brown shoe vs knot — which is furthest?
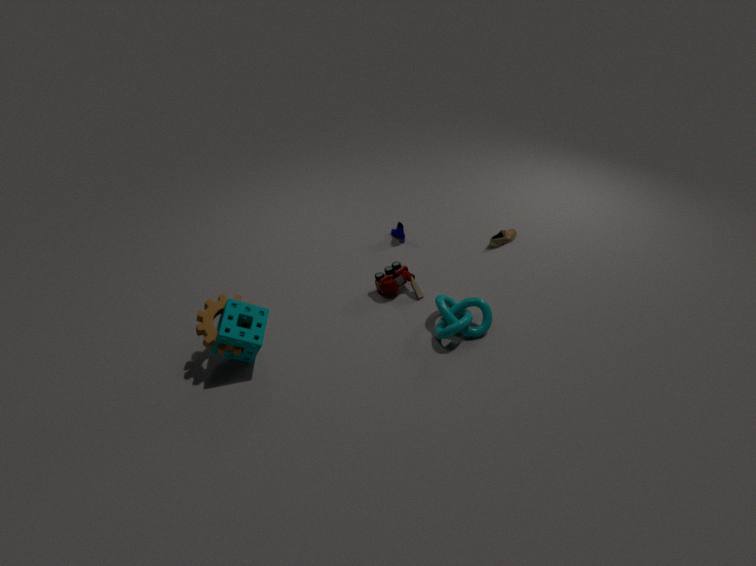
brown shoe
